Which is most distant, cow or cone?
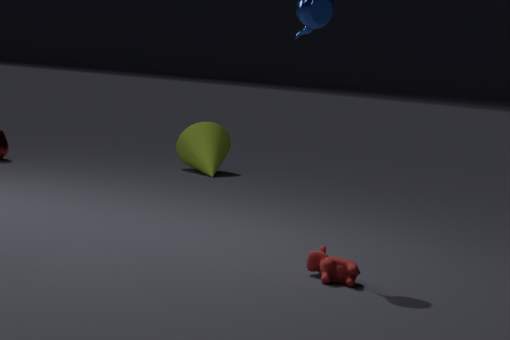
cone
